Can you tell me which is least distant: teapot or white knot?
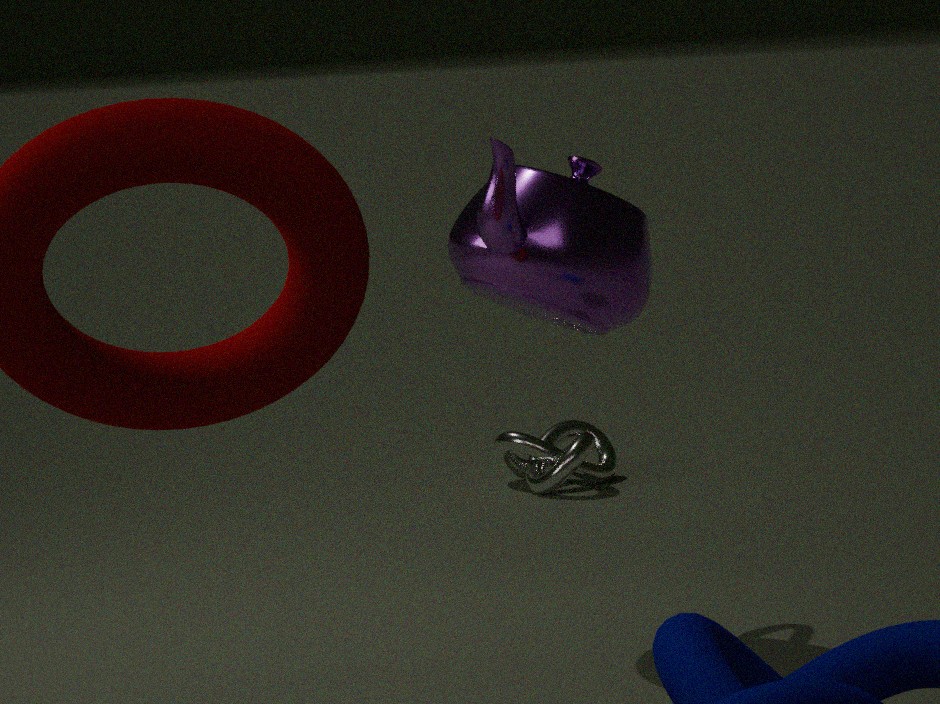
teapot
